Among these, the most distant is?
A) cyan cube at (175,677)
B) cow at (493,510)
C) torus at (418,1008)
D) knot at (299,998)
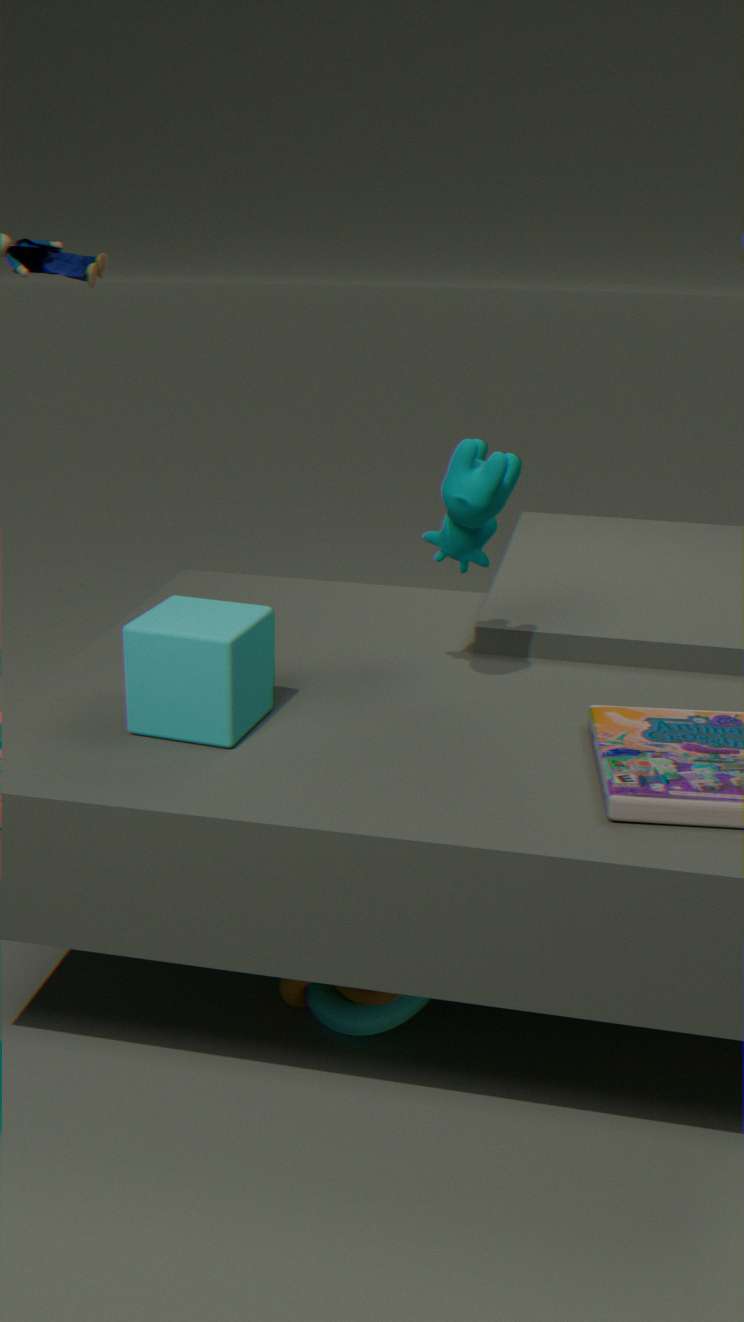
knot at (299,998)
